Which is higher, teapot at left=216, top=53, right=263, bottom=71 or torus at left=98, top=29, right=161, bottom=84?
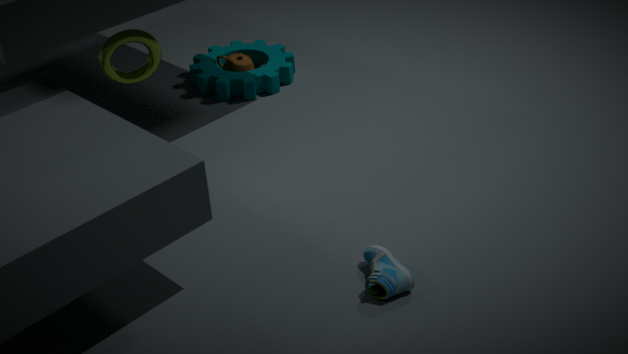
torus at left=98, top=29, right=161, bottom=84
